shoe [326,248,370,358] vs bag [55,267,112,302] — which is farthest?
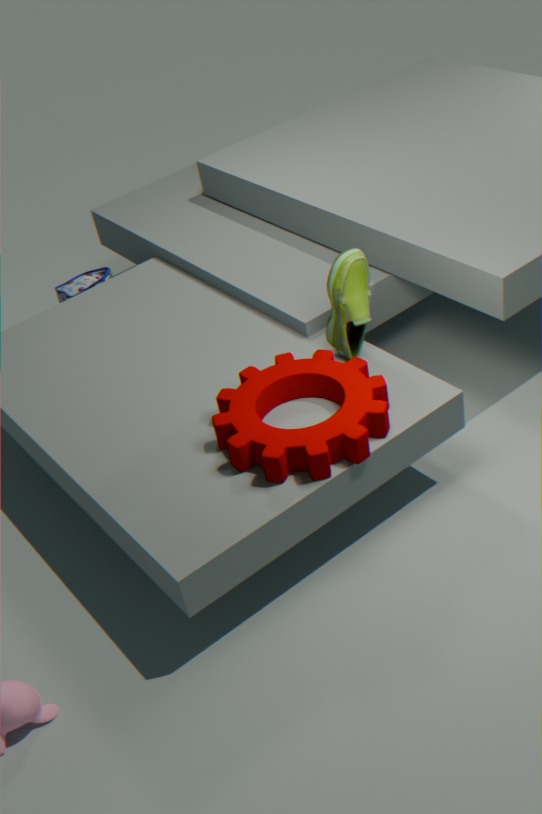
bag [55,267,112,302]
